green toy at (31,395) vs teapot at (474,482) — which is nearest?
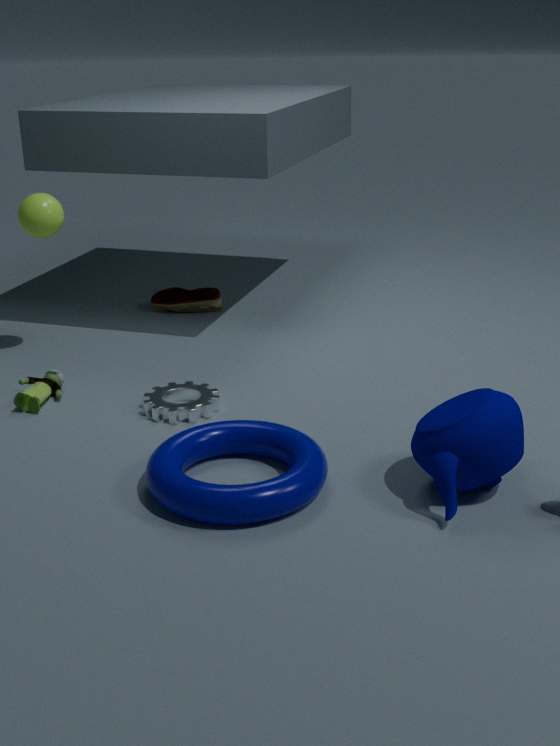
teapot at (474,482)
